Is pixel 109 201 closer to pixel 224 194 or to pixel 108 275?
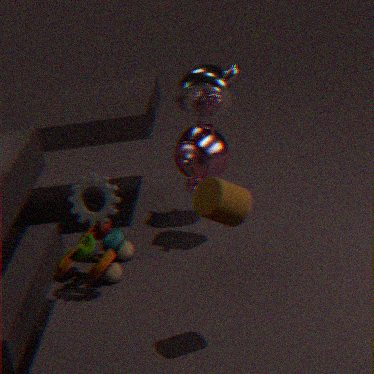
pixel 108 275
